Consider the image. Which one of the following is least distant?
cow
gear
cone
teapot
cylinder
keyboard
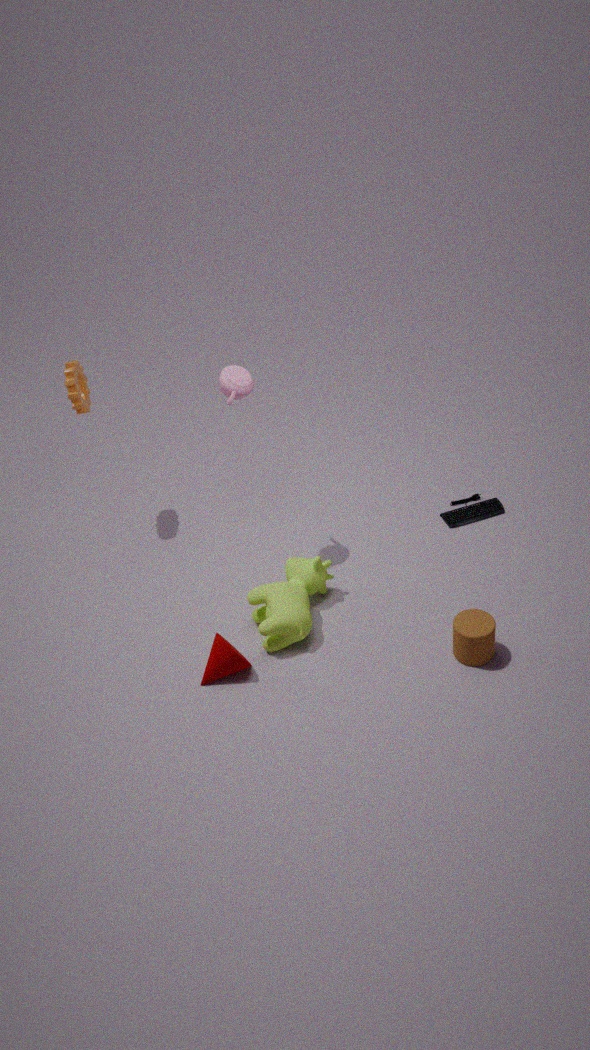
cylinder
